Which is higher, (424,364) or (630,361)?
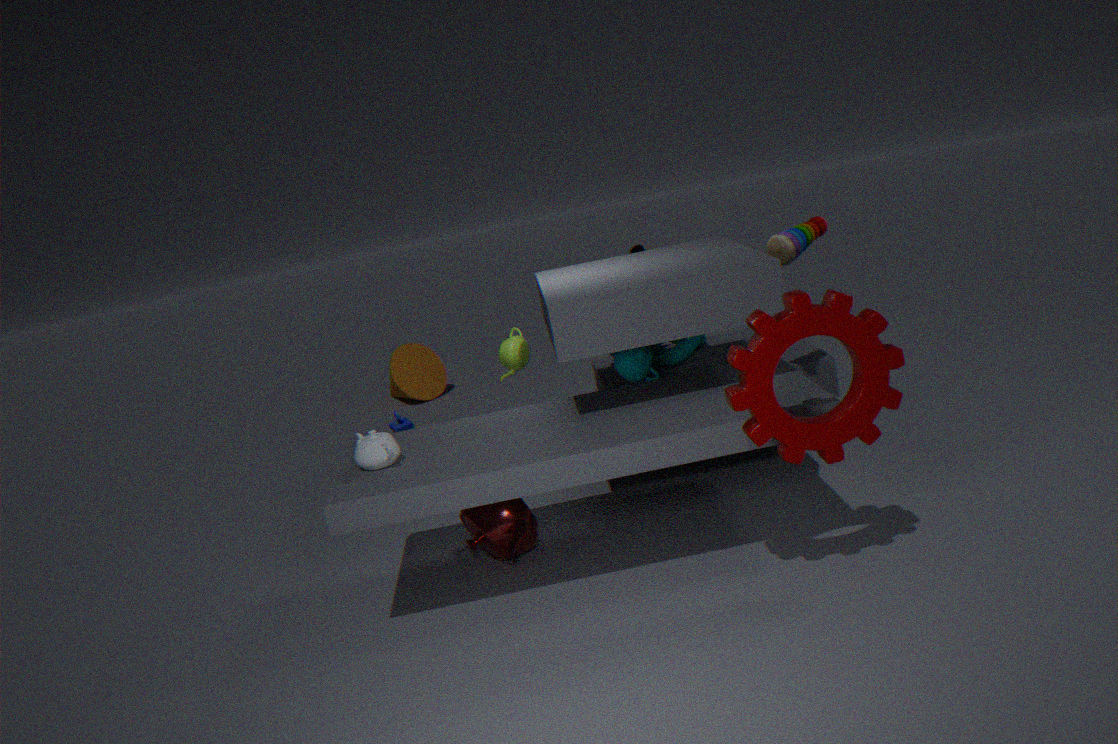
(630,361)
